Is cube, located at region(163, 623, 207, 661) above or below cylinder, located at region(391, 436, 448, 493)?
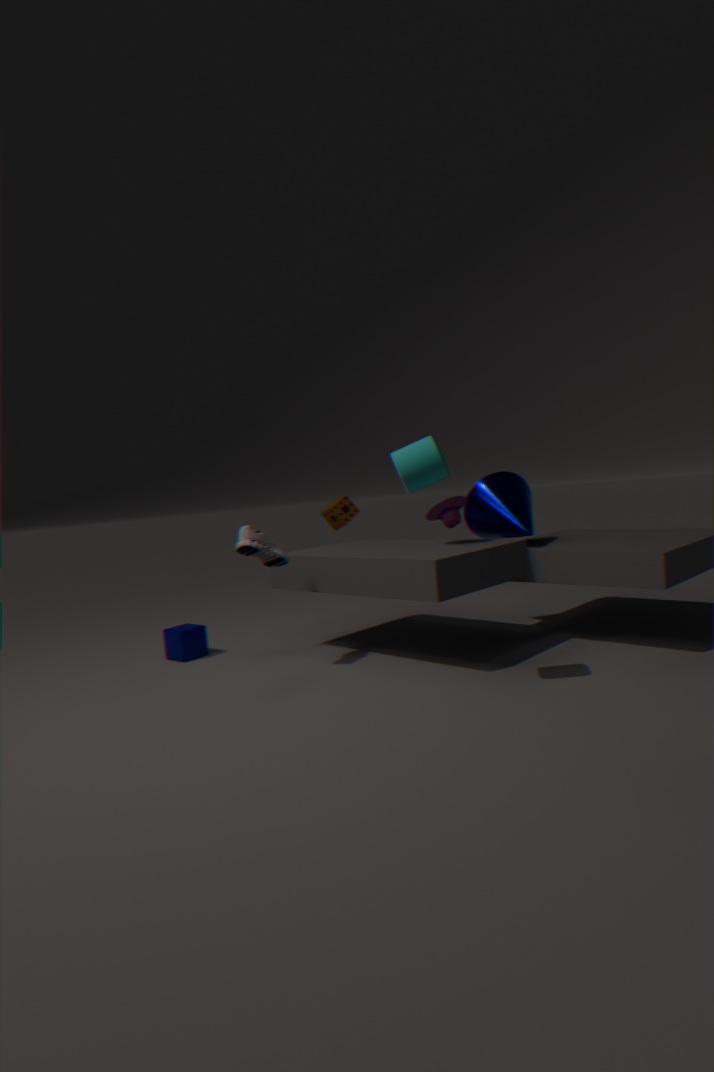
below
